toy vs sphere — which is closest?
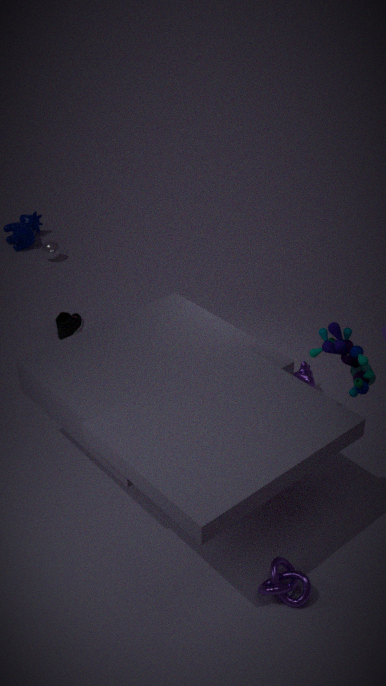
toy
